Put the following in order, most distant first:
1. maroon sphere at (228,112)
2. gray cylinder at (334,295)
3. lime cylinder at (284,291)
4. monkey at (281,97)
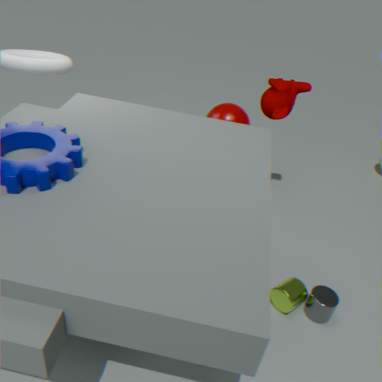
maroon sphere at (228,112), monkey at (281,97), lime cylinder at (284,291), gray cylinder at (334,295)
